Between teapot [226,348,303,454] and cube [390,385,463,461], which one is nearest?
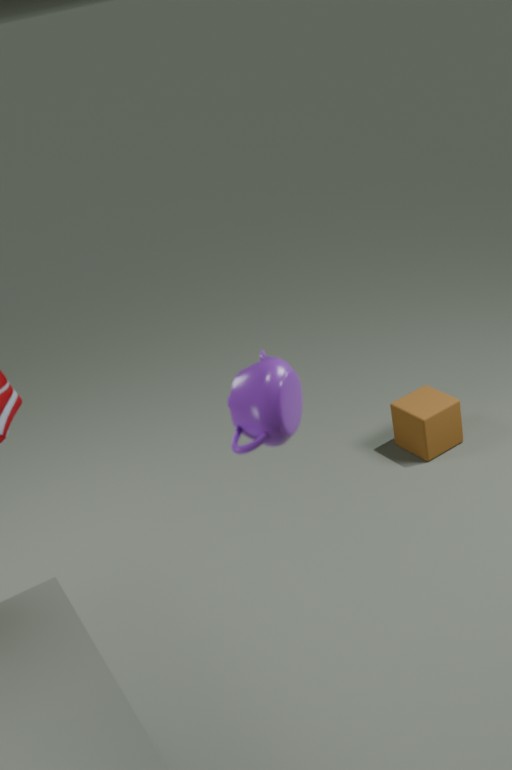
teapot [226,348,303,454]
